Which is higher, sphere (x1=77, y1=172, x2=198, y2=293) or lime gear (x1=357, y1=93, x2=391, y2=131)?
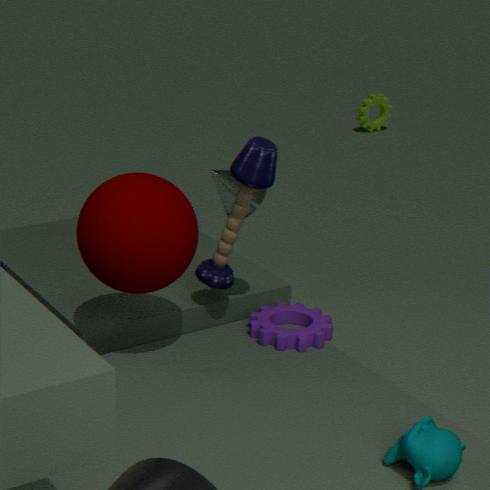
sphere (x1=77, y1=172, x2=198, y2=293)
